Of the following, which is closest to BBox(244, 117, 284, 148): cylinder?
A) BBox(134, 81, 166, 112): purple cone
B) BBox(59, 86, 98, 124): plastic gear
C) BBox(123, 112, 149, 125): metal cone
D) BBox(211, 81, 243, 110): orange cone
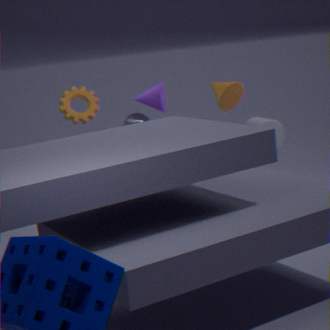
BBox(123, 112, 149, 125): metal cone
